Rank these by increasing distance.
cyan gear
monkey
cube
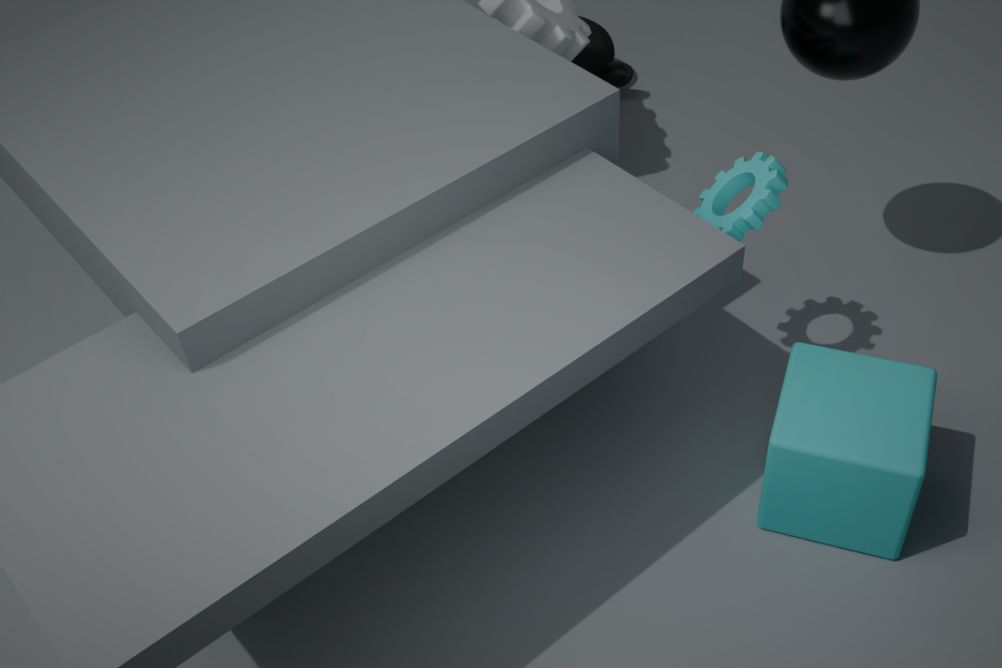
cube, cyan gear, monkey
